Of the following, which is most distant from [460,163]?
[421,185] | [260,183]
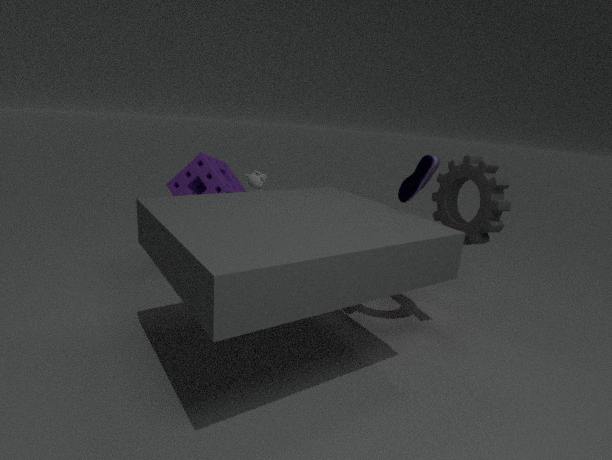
[260,183]
